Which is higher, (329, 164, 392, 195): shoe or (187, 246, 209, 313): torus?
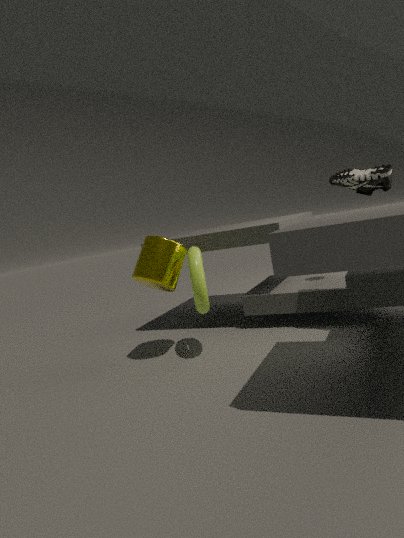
(329, 164, 392, 195): shoe
